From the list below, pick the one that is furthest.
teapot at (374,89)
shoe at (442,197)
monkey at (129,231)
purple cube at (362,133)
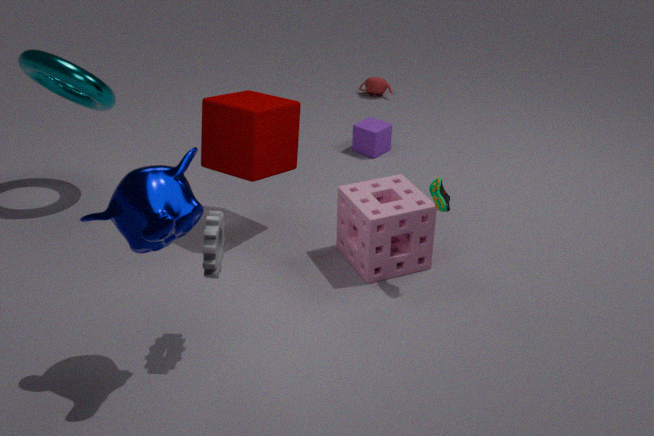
teapot at (374,89)
